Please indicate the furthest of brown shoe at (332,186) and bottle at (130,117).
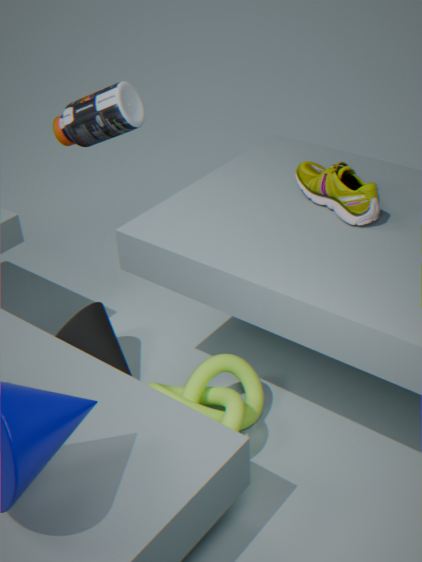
bottle at (130,117)
